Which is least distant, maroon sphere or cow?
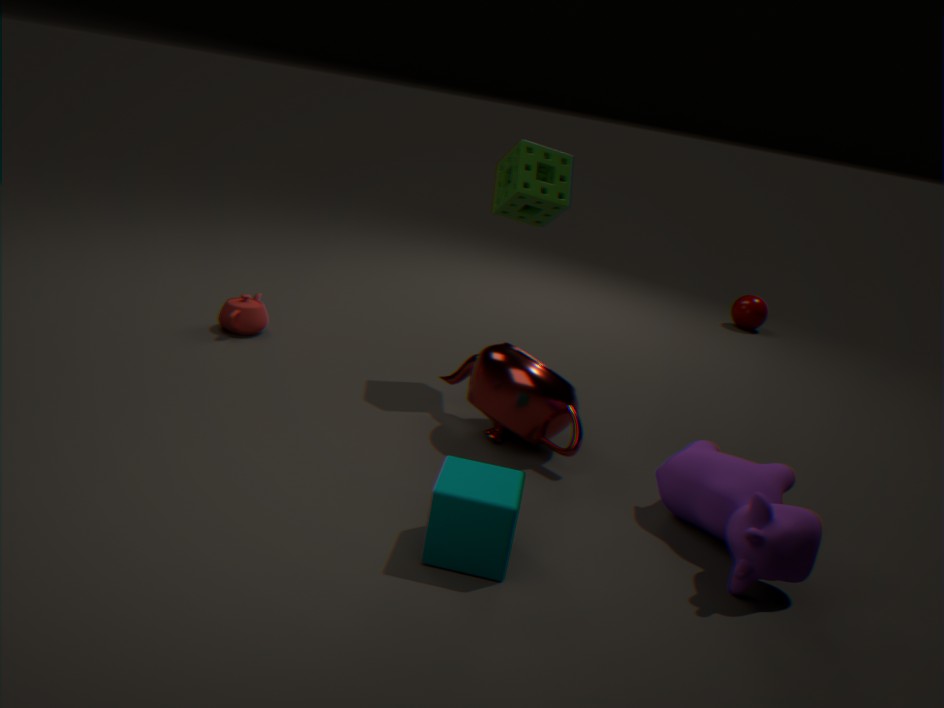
cow
